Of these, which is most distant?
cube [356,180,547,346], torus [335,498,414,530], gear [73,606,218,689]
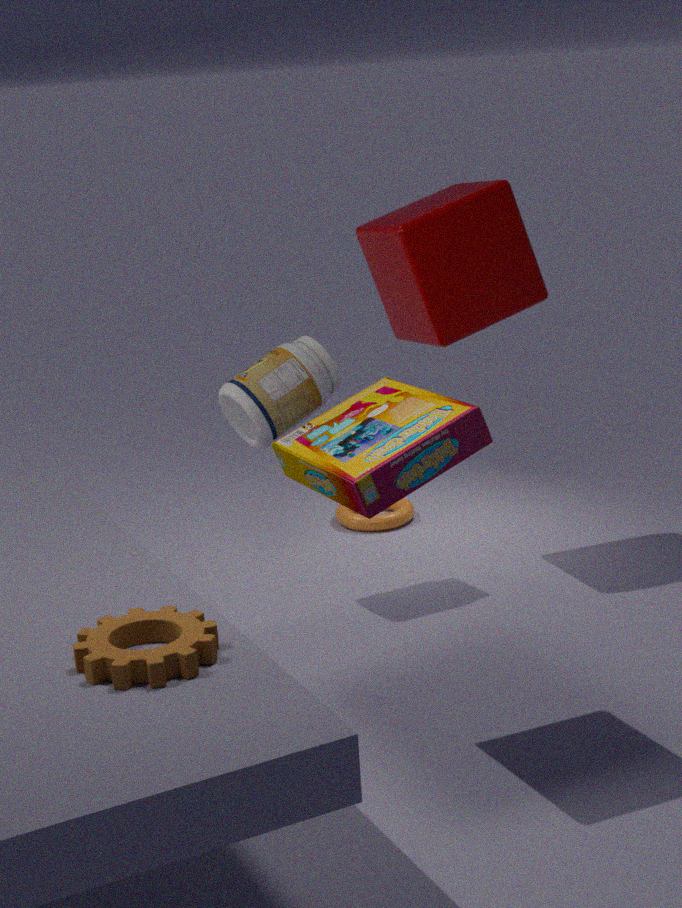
torus [335,498,414,530]
